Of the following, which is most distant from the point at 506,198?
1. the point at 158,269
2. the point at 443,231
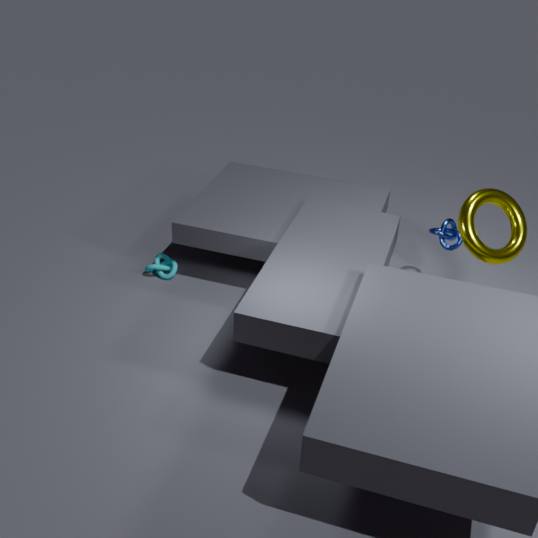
the point at 158,269
